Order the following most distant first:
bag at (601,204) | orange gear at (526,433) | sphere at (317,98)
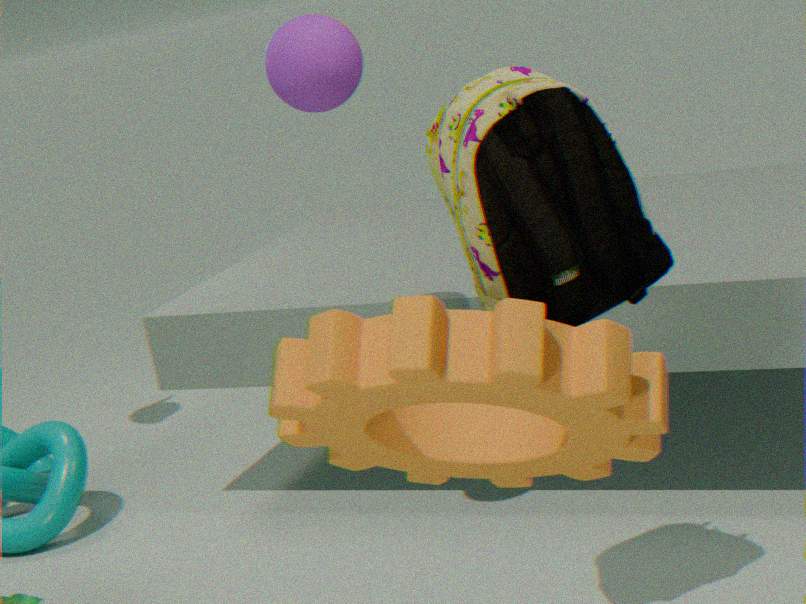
1. sphere at (317,98)
2. bag at (601,204)
3. orange gear at (526,433)
